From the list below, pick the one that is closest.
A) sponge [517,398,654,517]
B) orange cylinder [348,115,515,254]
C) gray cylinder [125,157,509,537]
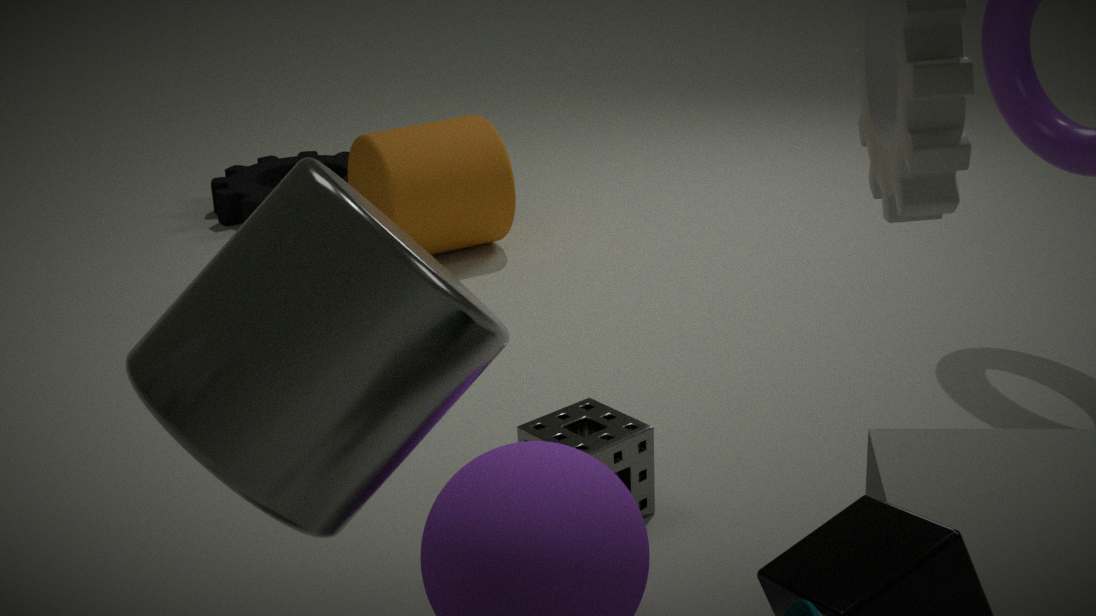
gray cylinder [125,157,509,537]
